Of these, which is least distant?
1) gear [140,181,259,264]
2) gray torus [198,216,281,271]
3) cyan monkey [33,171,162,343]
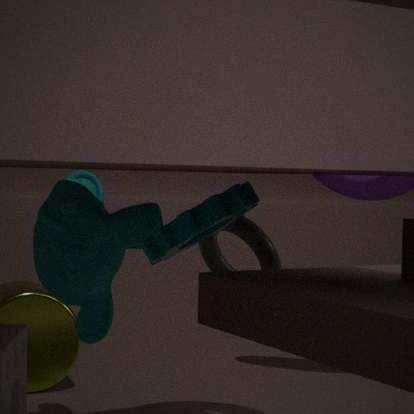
1. gear [140,181,259,264]
